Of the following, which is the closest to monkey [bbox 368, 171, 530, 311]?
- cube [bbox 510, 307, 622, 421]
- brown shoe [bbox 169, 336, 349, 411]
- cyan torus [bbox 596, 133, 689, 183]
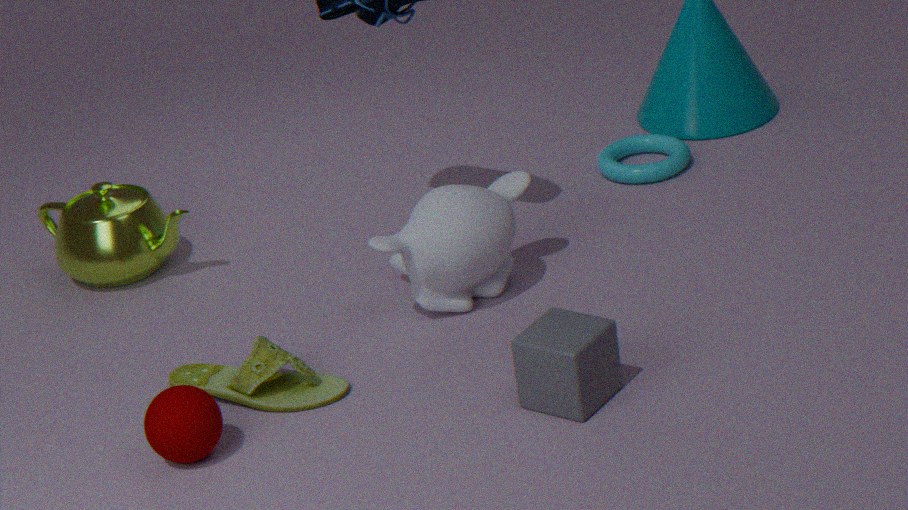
brown shoe [bbox 169, 336, 349, 411]
